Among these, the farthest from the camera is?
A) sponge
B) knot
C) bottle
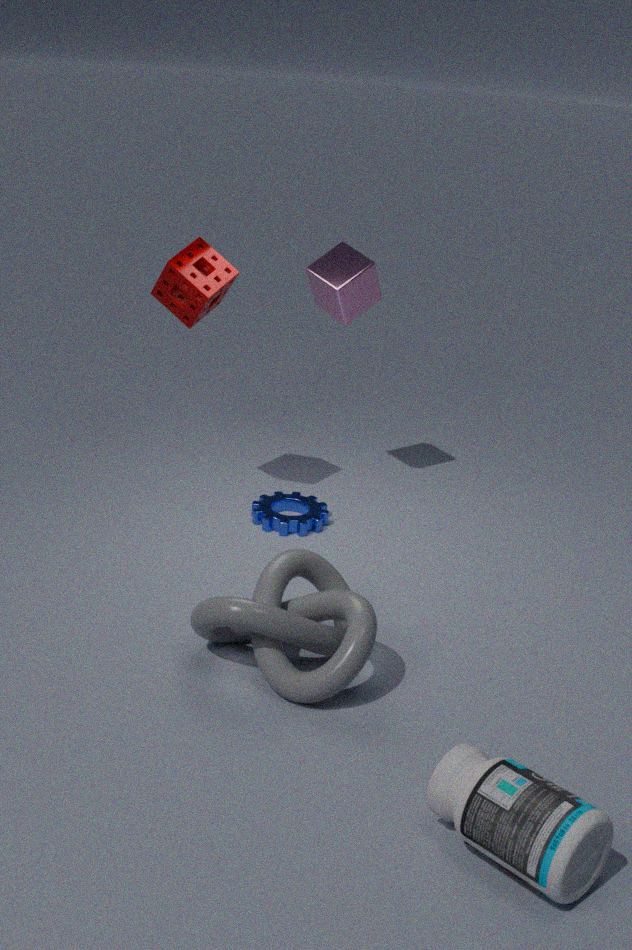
sponge
